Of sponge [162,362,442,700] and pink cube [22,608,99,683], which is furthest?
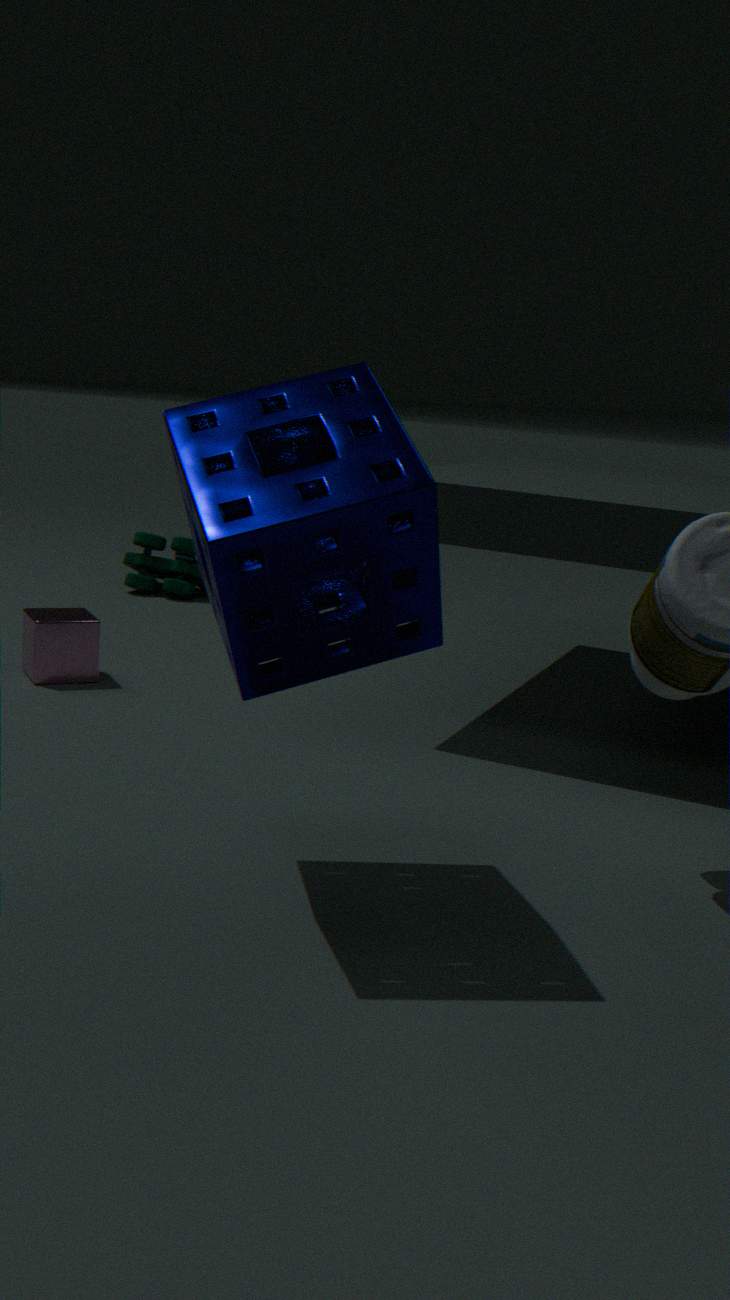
pink cube [22,608,99,683]
